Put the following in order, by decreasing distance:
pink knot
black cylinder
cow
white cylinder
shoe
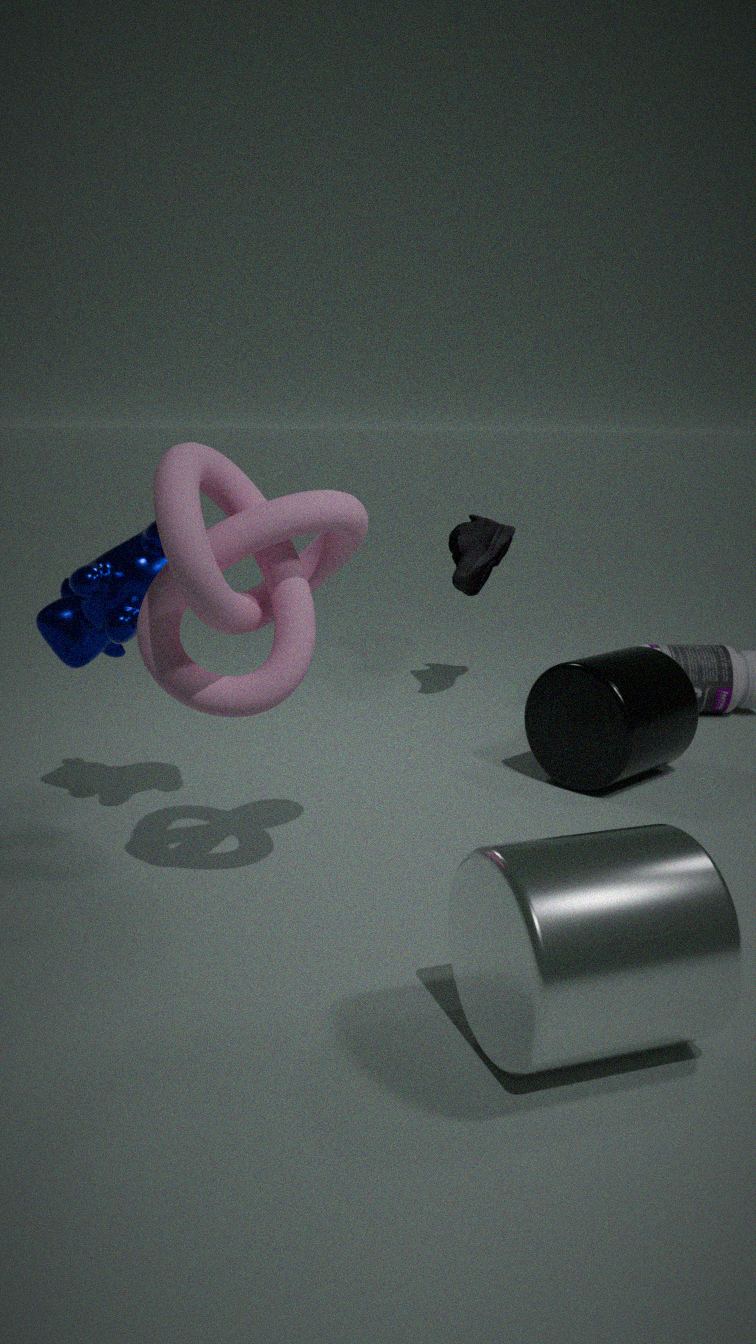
shoe → black cylinder → cow → pink knot → white cylinder
